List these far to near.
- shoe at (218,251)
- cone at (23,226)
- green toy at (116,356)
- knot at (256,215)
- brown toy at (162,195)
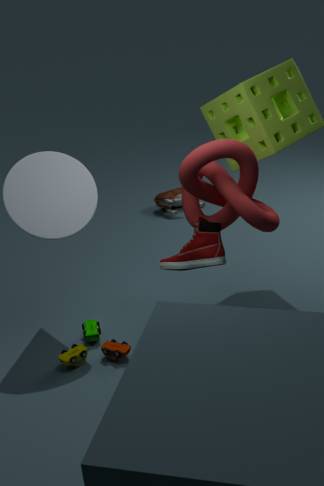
brown toy at (162,195)
green toy at (116,356)
cone at (23,226)
shoe at (218,251)
knot at (256,215)
